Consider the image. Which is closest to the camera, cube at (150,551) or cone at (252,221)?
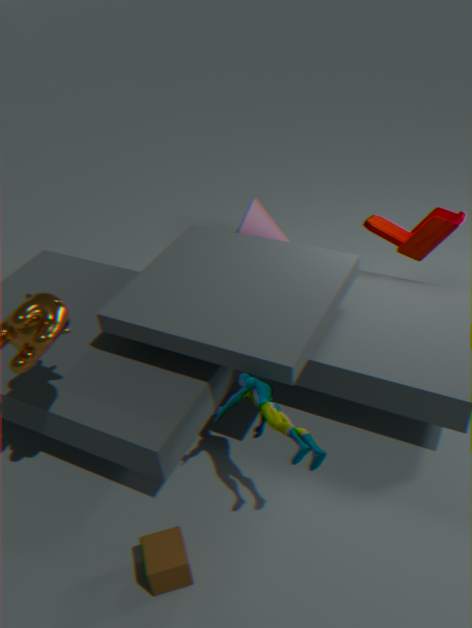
cube at (150,551)
